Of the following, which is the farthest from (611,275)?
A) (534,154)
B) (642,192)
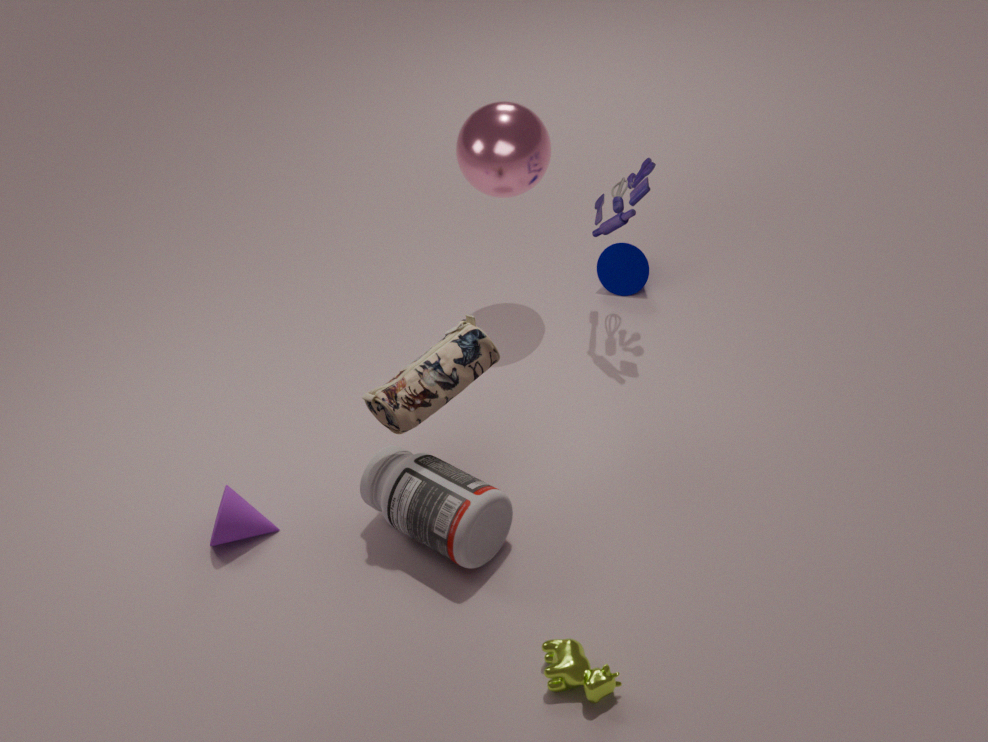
(534,154)
